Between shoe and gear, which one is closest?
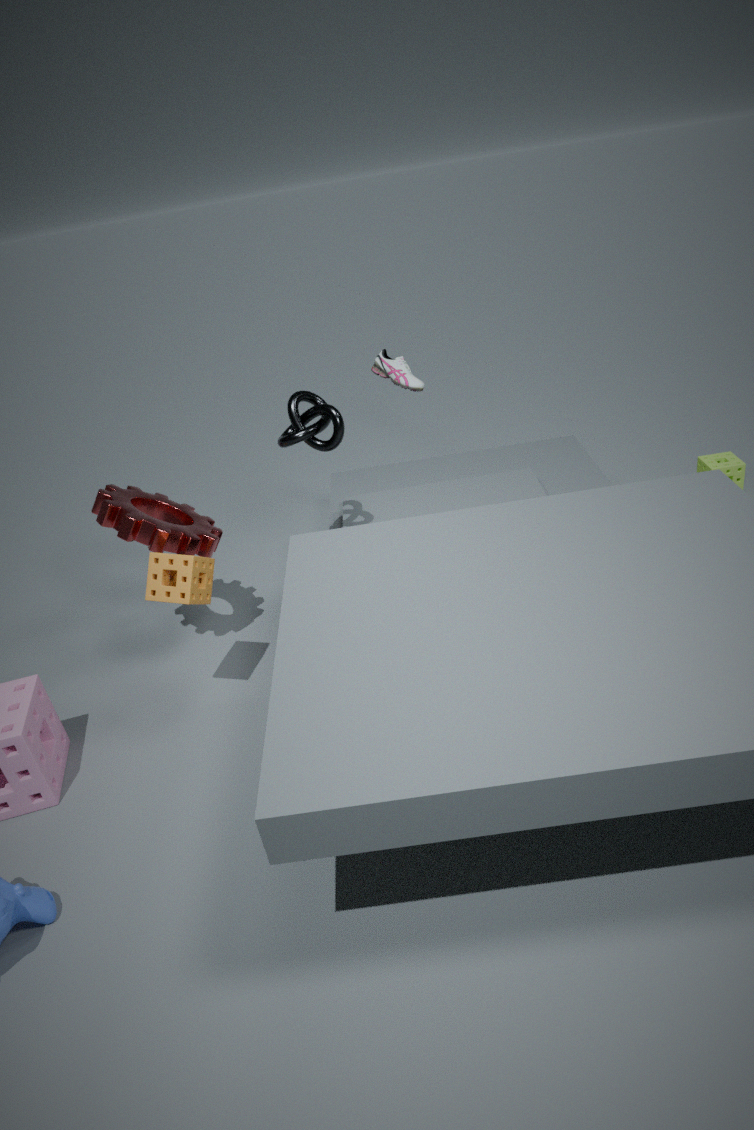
gear
